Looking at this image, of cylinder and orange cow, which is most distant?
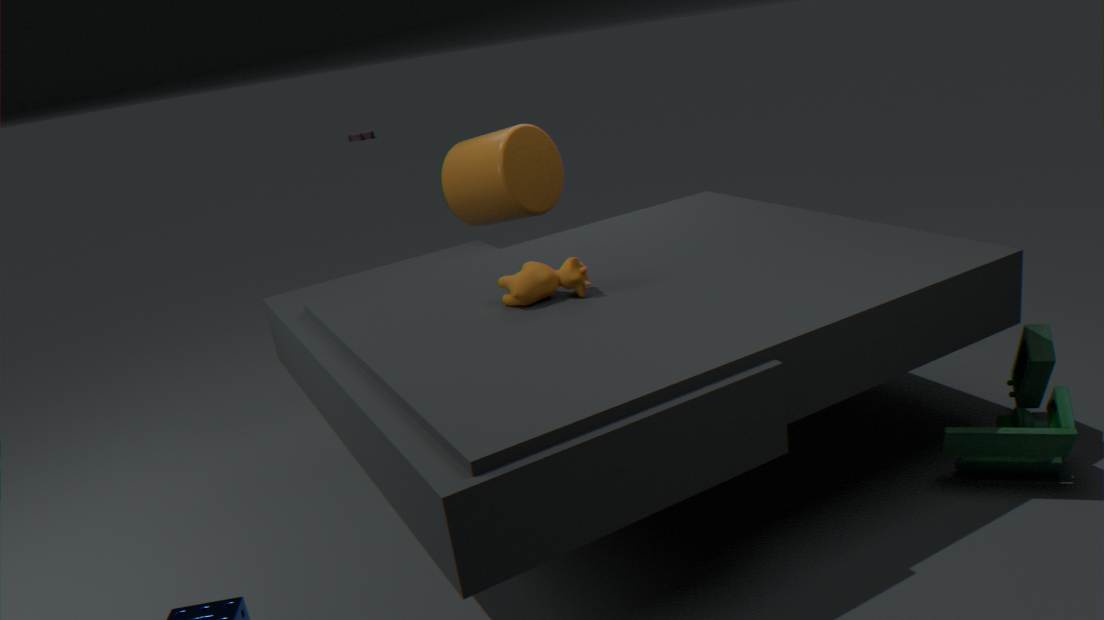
cylinder
